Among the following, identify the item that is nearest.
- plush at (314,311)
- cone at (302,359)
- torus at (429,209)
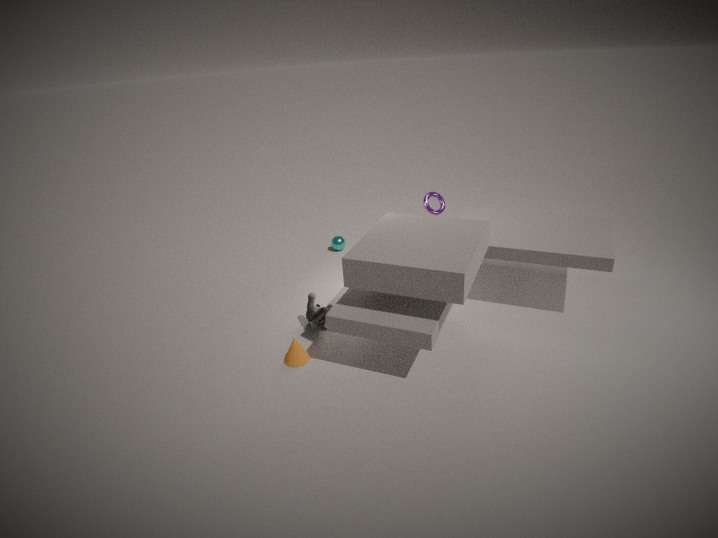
cone at (302,359)
